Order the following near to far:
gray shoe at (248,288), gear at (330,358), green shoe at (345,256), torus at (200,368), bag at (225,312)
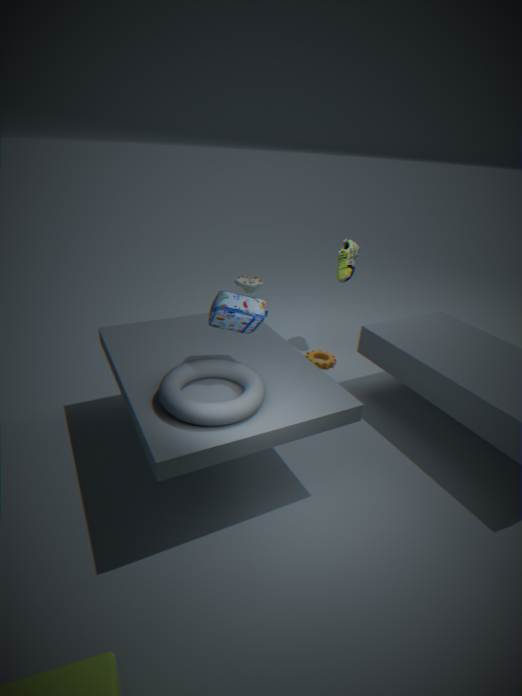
torus at (200,368) → bag at (225,312) → gray shoe at (248,288) → gear at (330,358) → green shoe at (345,256)
